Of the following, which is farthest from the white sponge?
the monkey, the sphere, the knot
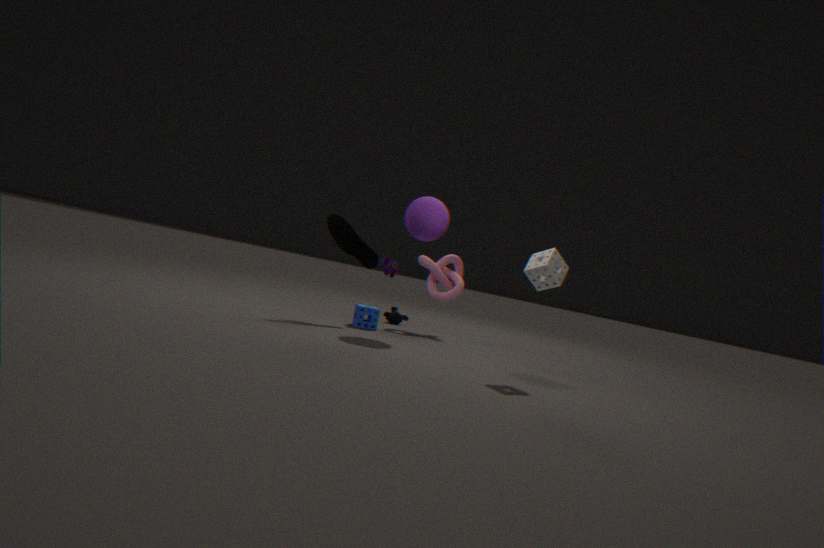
the monkey
